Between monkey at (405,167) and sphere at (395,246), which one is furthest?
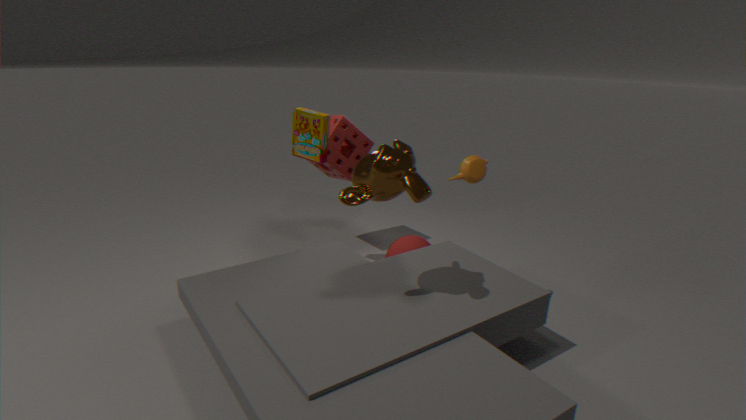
sphere at (395,246)
